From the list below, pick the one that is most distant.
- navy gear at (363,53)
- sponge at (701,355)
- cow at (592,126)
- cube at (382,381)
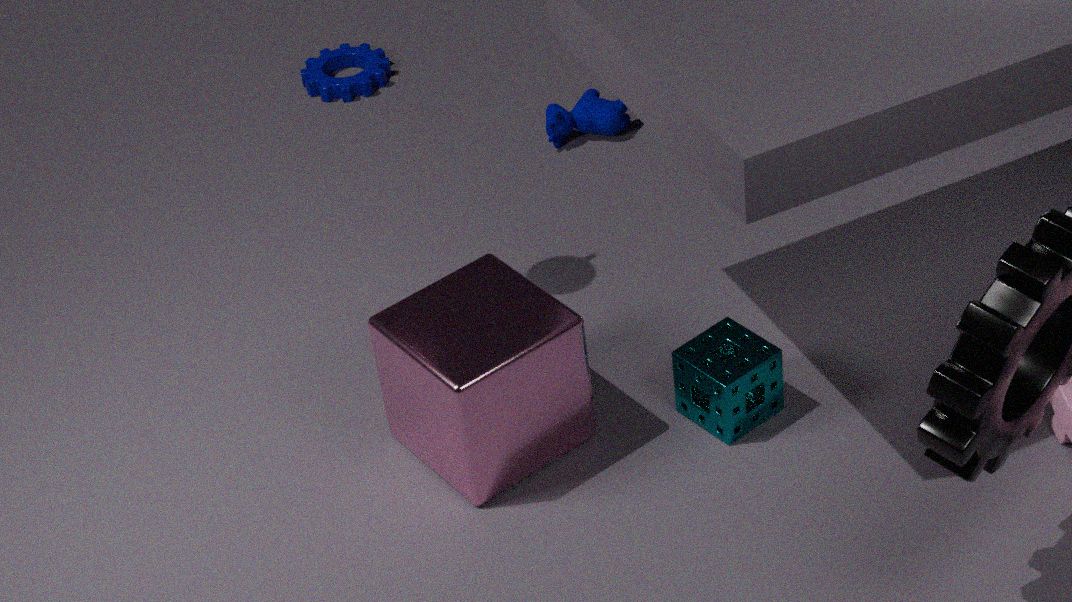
navy gear at (363,53)
